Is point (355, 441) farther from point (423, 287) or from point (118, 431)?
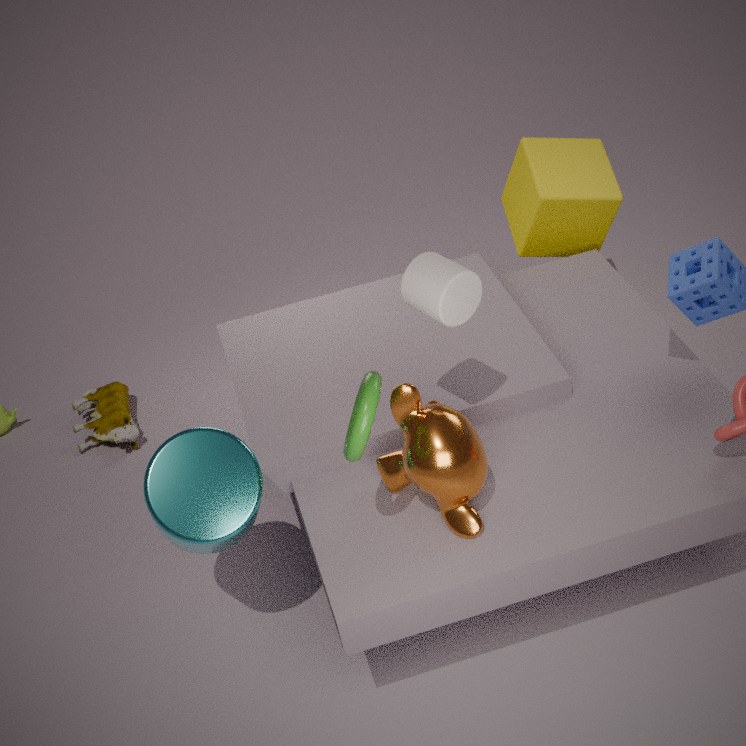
point (118, 431)
